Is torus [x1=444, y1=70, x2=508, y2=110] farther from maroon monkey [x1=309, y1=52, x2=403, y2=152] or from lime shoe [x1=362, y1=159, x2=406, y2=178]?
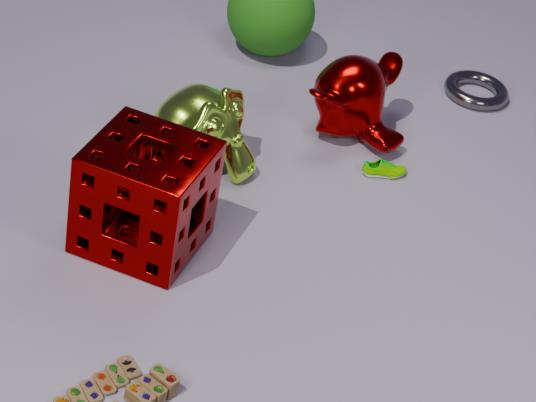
lime shoe [x1=362, y1=159, x2=406, y2=178]
